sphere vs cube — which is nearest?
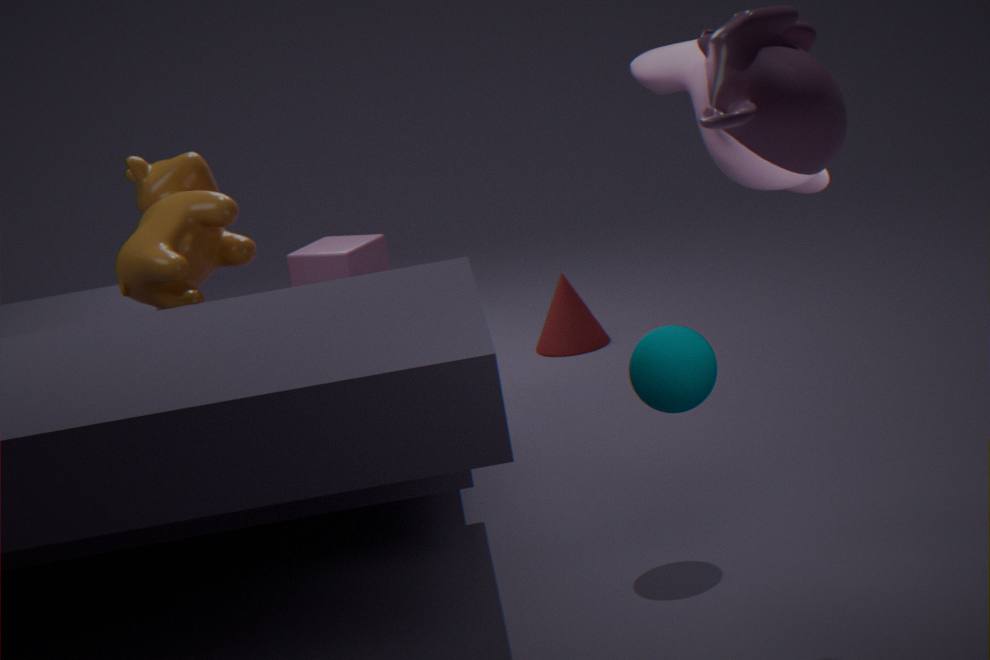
sphere
